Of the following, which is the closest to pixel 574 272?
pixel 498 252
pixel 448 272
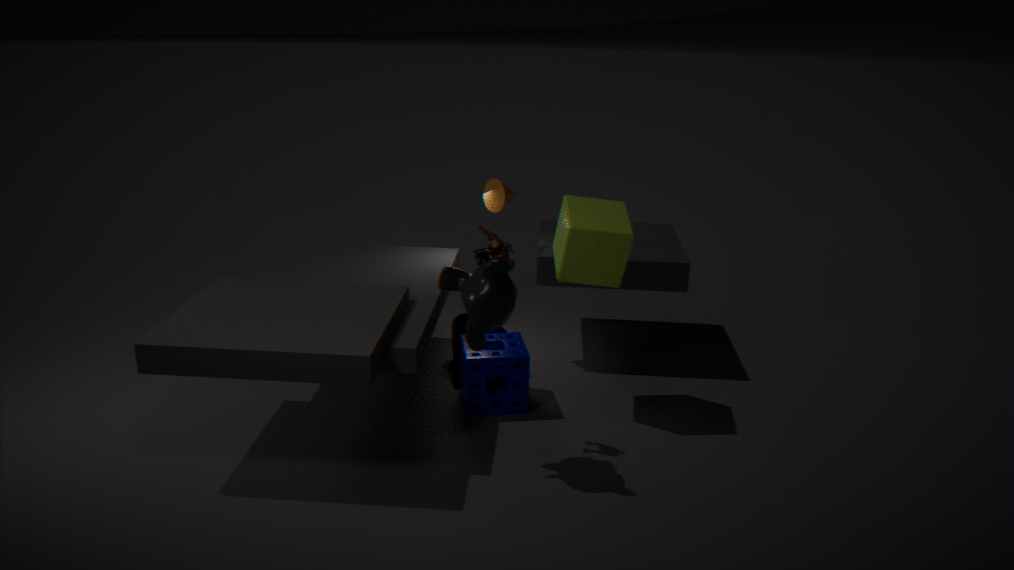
pixel 498 252
